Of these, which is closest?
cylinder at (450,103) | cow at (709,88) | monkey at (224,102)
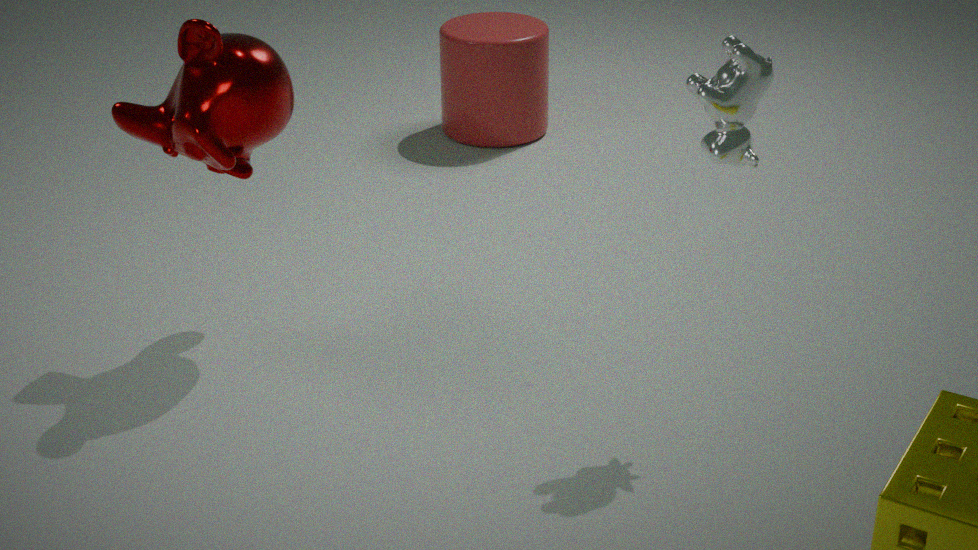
cow at (709,88)
